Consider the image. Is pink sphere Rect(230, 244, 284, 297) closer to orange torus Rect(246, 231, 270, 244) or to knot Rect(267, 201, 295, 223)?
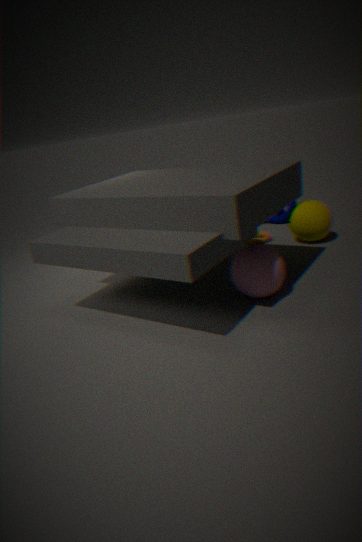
orange torus Rect(246, 231, 270, 244)
